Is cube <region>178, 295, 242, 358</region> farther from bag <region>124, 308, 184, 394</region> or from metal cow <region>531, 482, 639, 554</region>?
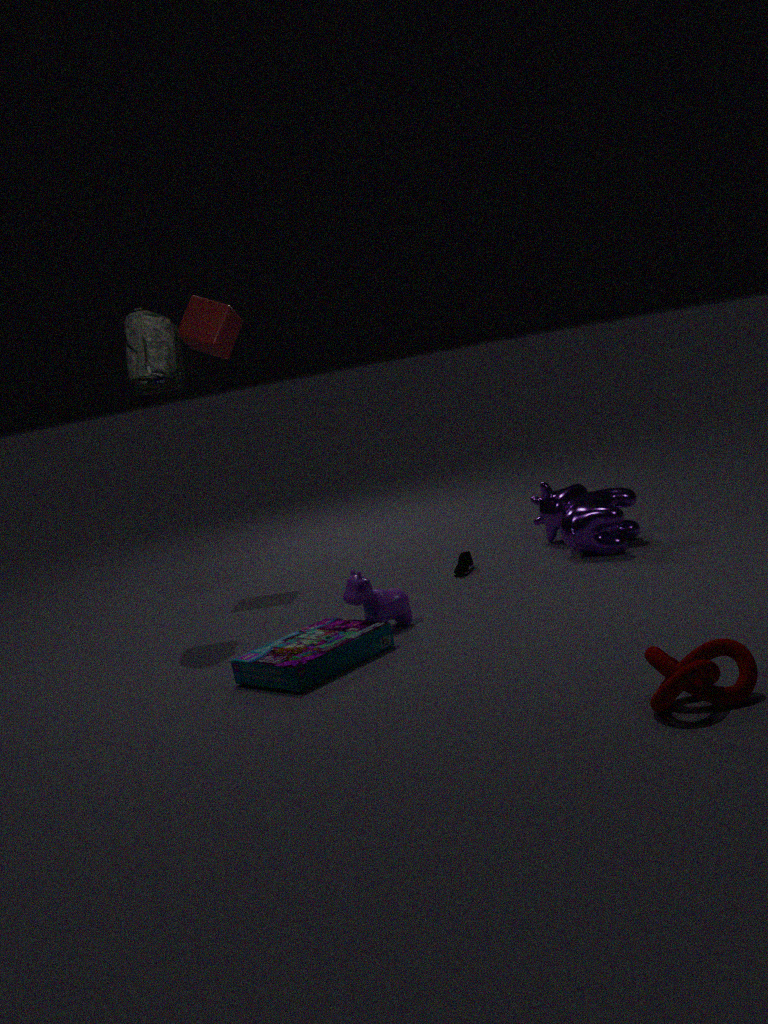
metal cow <region>531, 482, 639, 554</region>
